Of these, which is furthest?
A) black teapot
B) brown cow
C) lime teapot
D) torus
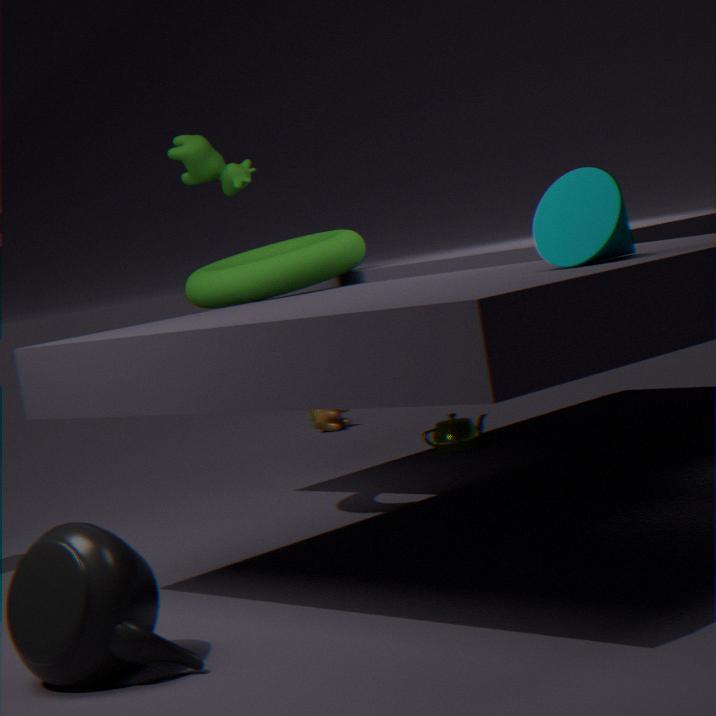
brown cow
